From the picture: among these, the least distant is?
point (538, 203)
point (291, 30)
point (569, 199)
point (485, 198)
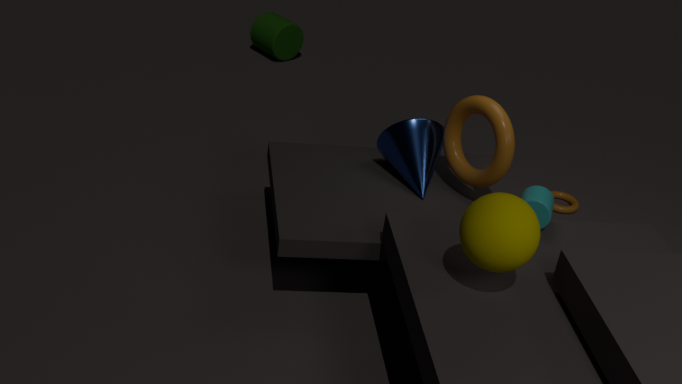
point (485, 198)
